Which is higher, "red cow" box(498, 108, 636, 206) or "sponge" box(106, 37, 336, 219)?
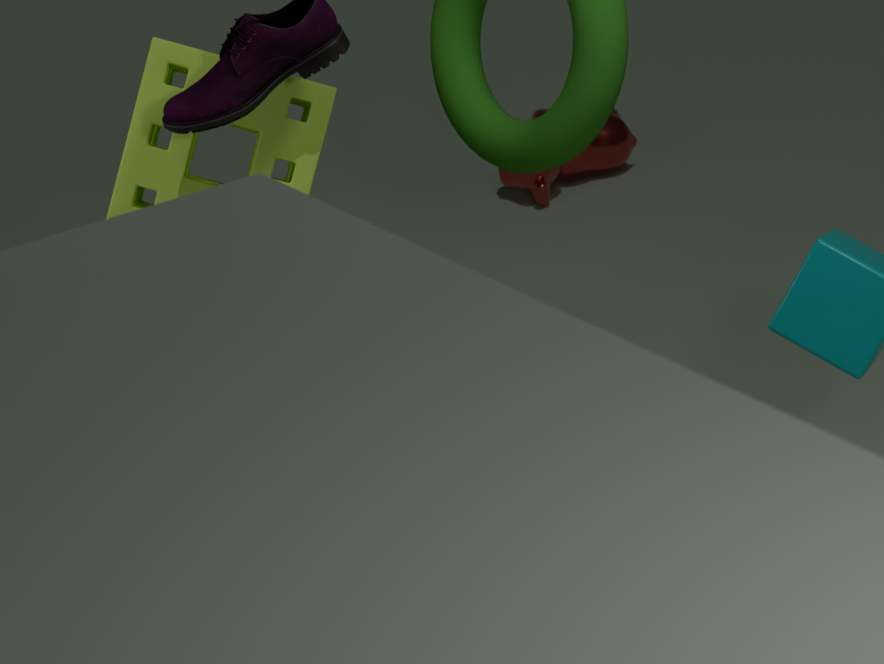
"sponge" box(106, 37, 336, 219)
